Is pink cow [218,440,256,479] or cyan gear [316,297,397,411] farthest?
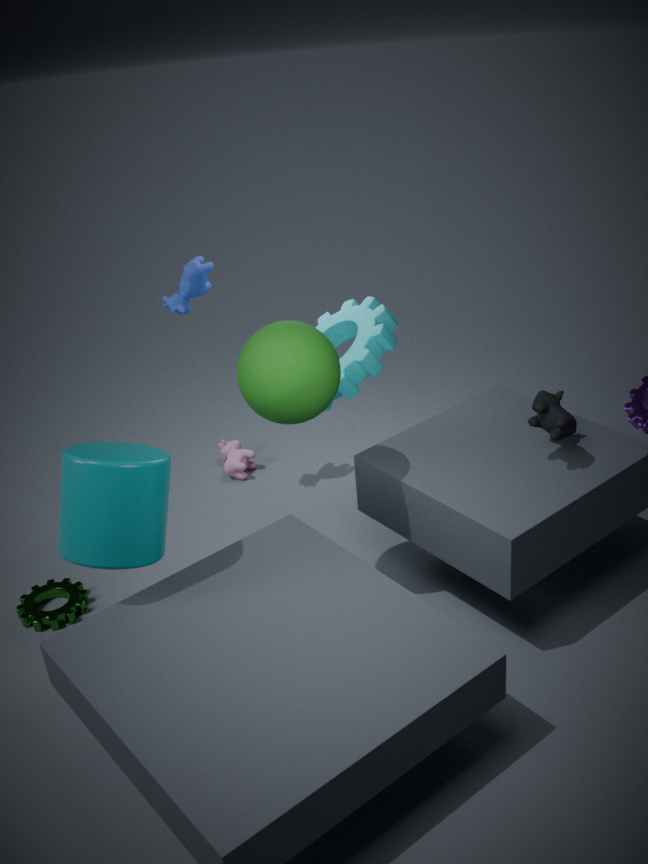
pink cow [218,440,256,479]
